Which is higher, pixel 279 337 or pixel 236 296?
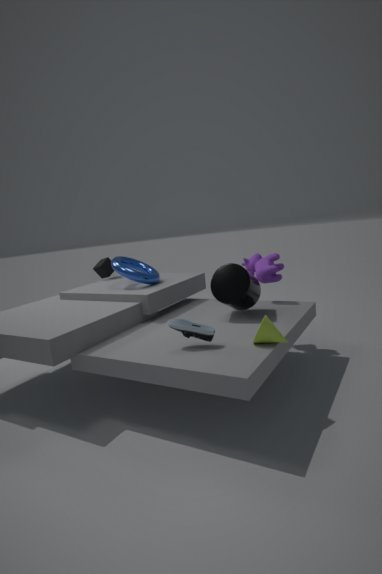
pixel 236 296
